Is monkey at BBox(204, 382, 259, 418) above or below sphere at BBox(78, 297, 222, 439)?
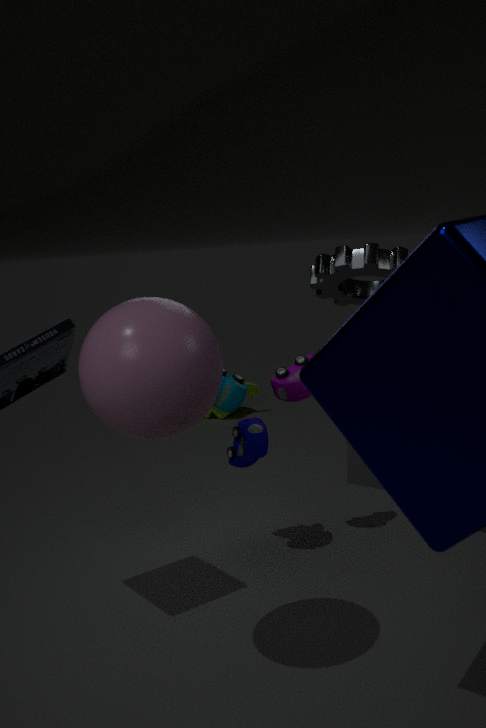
below
